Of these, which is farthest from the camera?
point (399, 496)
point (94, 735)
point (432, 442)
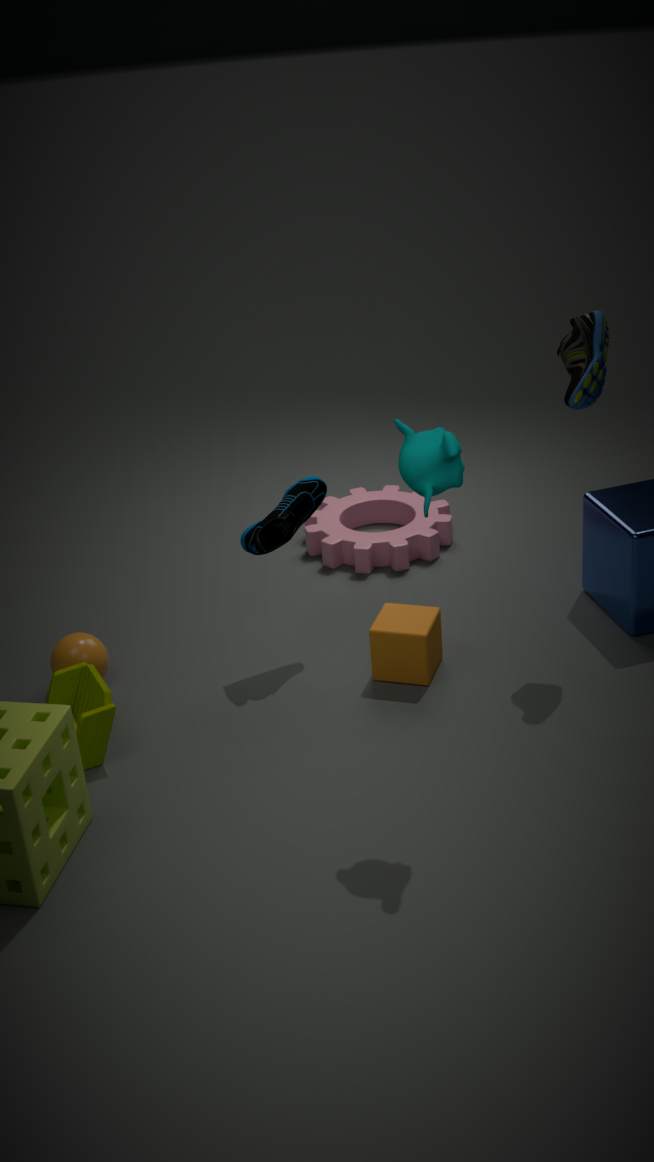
point (399, 496)
